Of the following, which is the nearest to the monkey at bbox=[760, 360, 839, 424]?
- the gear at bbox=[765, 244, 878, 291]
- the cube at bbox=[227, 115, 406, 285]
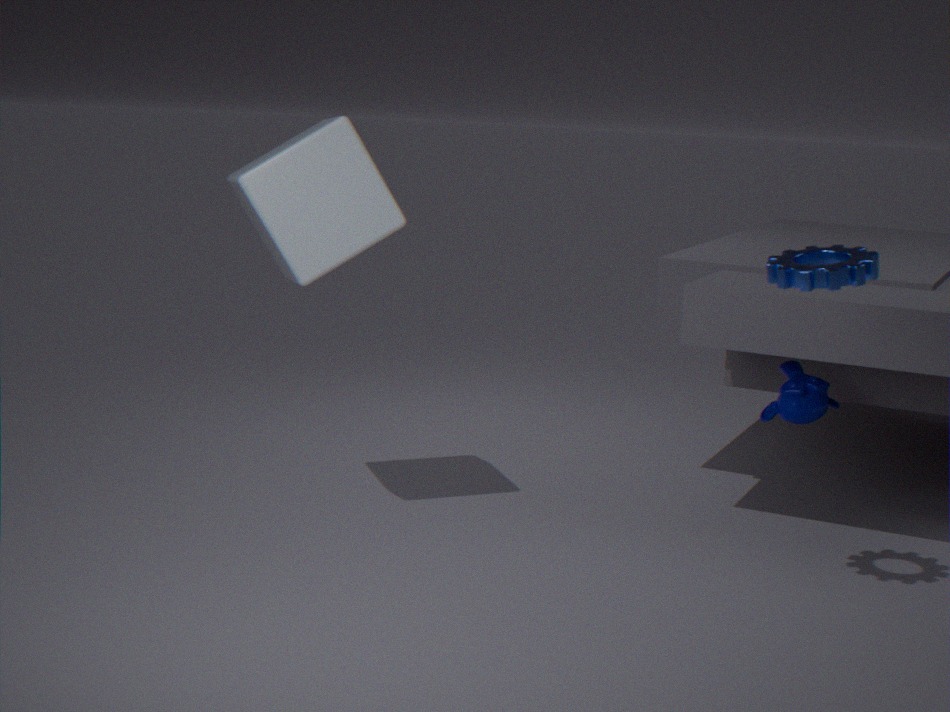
the gear at bbox=[765, 244, 878, 291]
